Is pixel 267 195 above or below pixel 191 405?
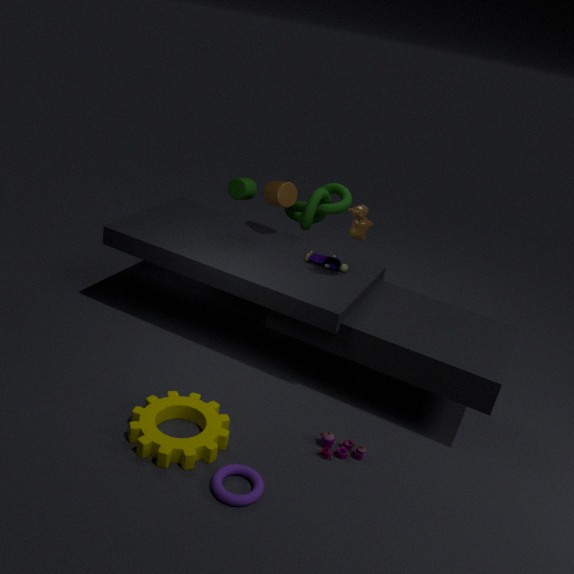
above
